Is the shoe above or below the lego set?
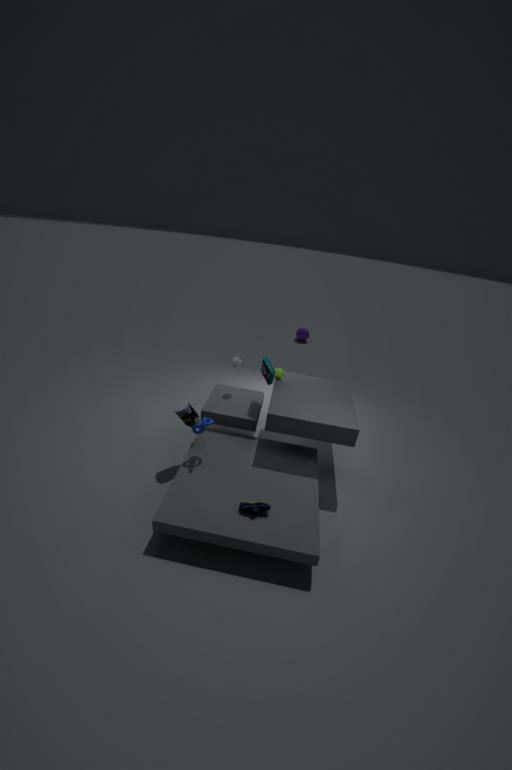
below
